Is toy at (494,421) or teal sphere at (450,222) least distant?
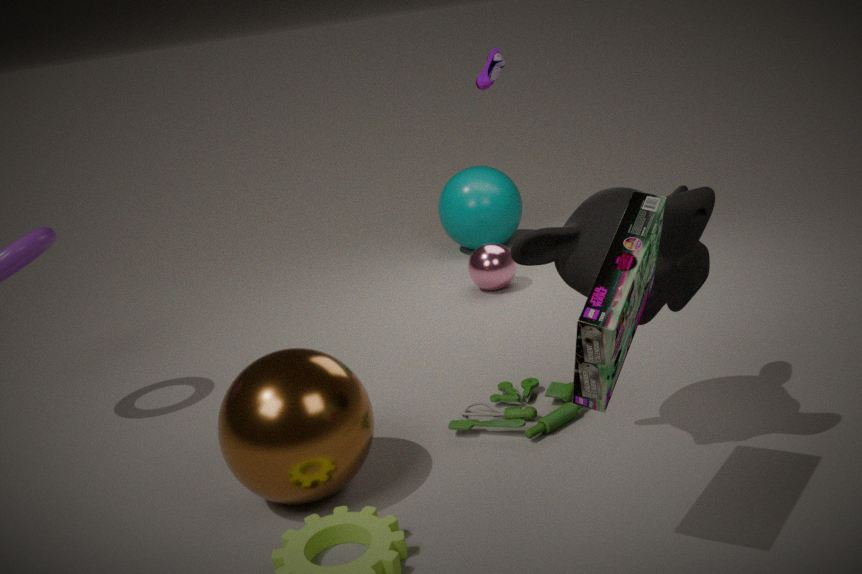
toy at (494,421)
